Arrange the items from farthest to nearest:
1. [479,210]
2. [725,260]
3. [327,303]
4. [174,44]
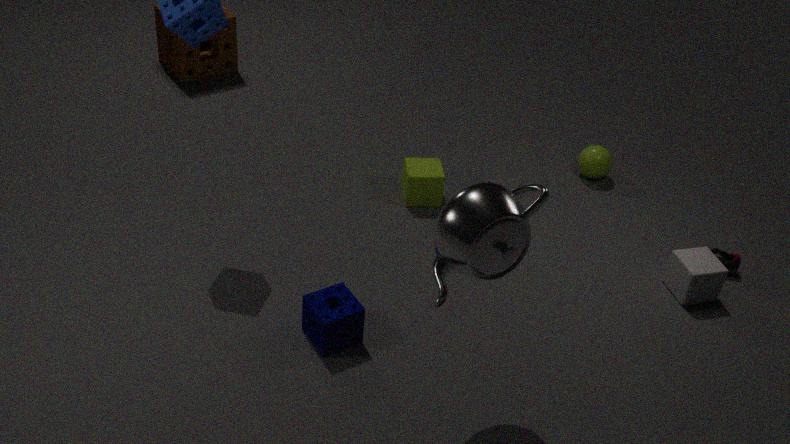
[174,44] < [725,260] < [327,303] < [479,210]
